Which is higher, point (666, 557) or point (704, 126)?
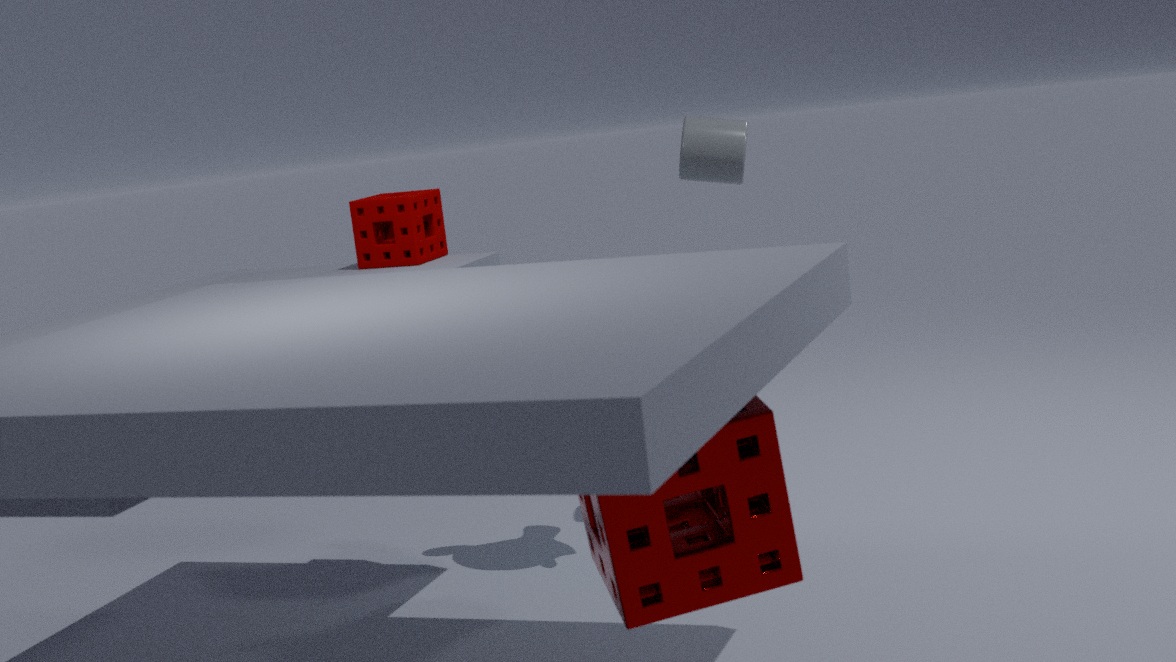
point (704, 126)
